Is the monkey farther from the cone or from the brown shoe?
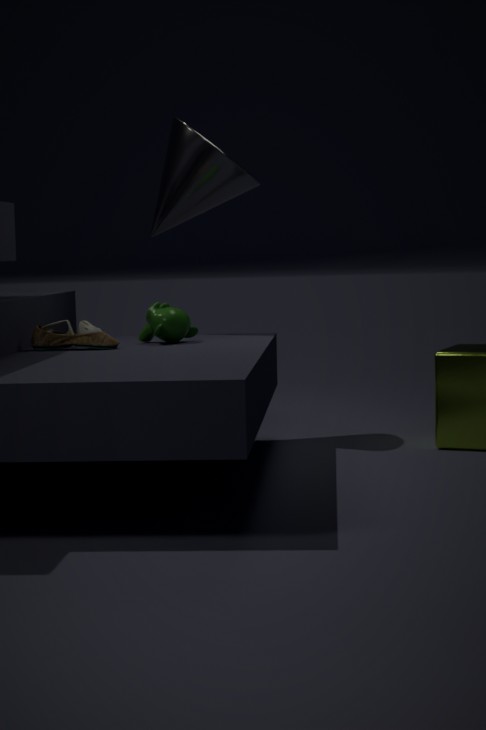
the cone
